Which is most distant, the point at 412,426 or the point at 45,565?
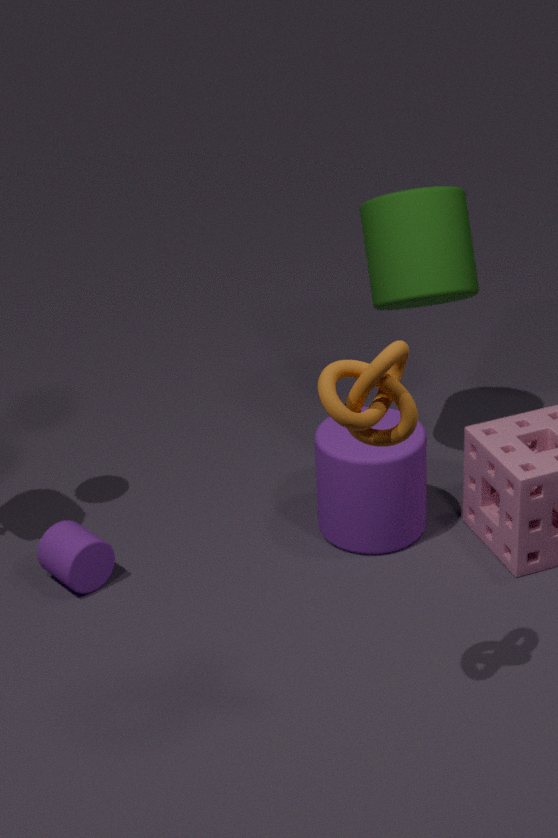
the point at 45,565
